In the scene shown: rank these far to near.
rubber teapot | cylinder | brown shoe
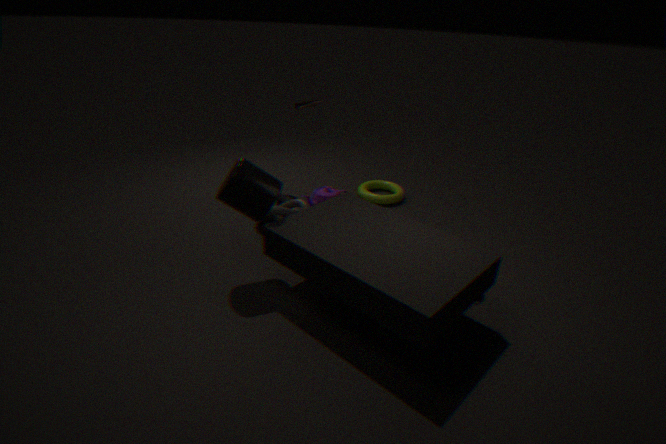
rubber teapot → brown shoe → cylinder
